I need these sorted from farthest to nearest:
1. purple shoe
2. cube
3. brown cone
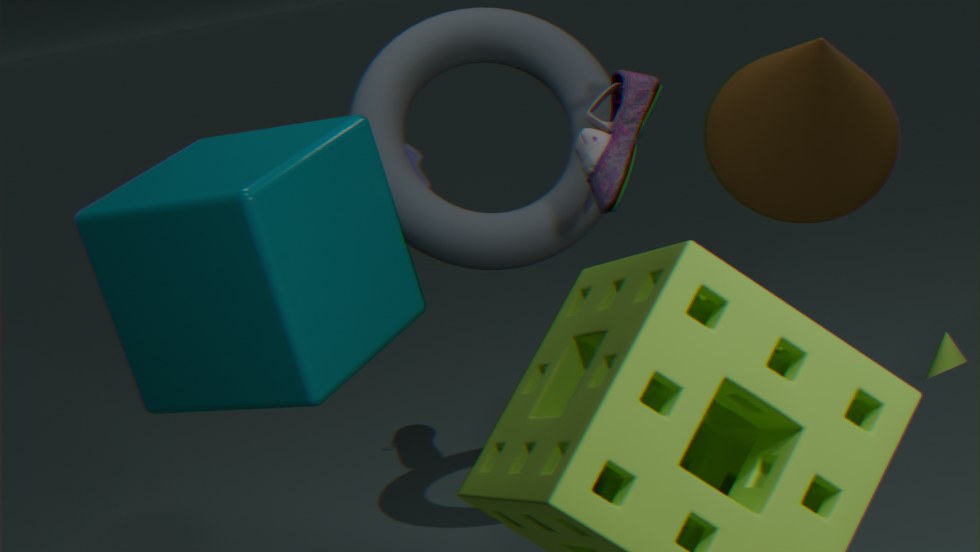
brown cone → purple shoe → cube
